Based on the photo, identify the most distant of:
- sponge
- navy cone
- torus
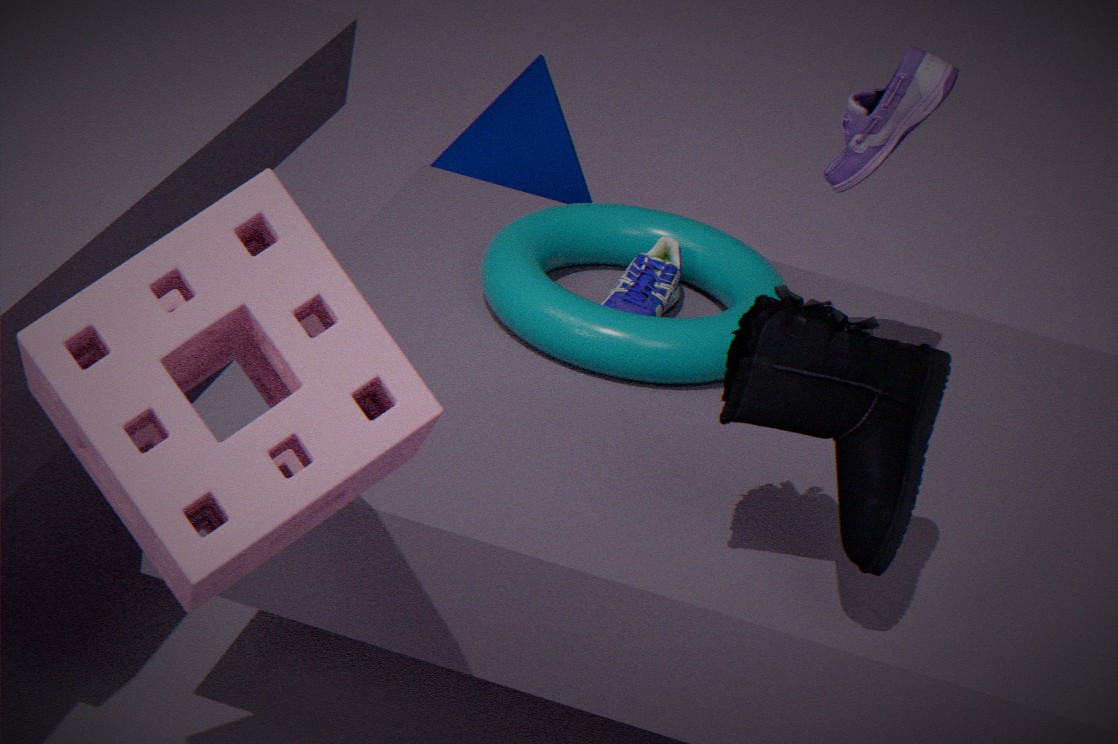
navy cone
